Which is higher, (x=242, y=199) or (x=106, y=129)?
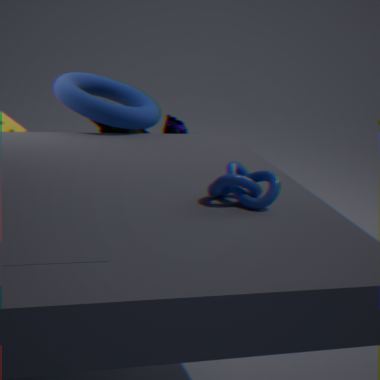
(x=242, y=199)
